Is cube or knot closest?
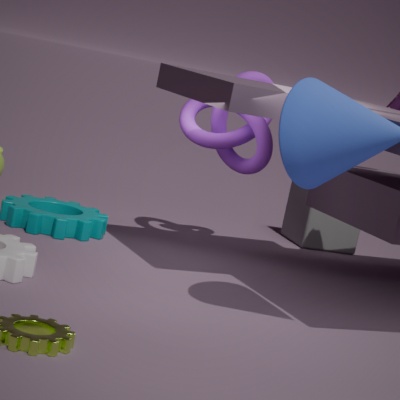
knot
